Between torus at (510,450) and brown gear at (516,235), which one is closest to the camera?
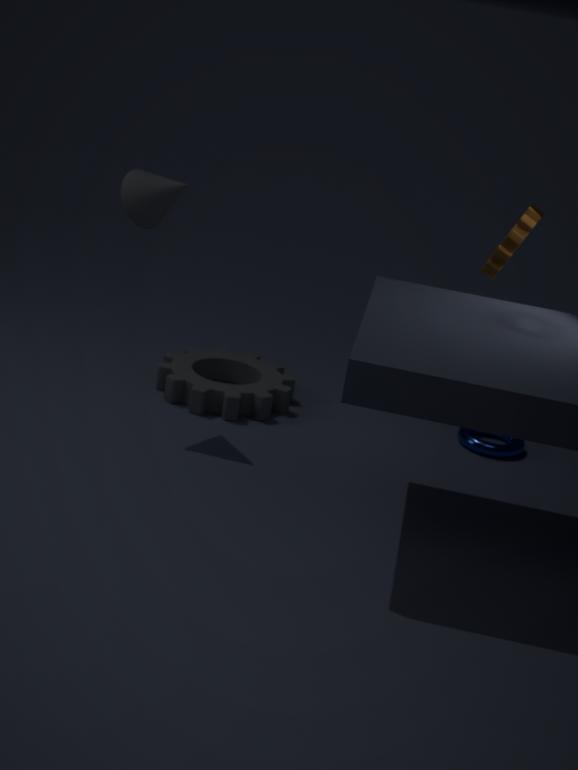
brown gear at (516,235)
